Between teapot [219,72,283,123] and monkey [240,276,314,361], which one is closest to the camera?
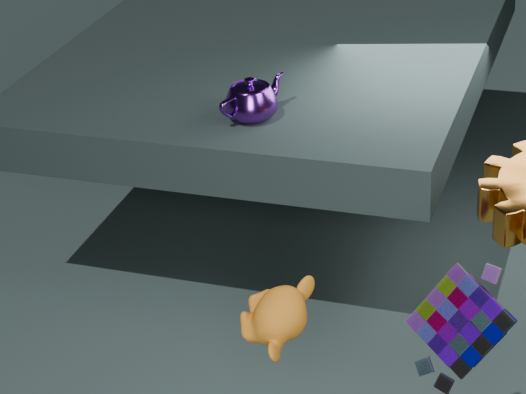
monkey [240,276,314,361]
